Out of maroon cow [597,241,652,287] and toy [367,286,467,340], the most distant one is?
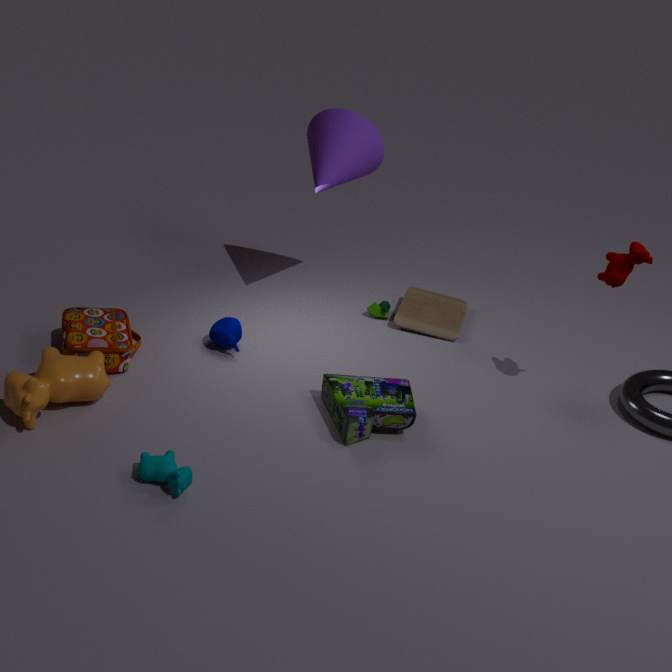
toy [367,286,467,340]
